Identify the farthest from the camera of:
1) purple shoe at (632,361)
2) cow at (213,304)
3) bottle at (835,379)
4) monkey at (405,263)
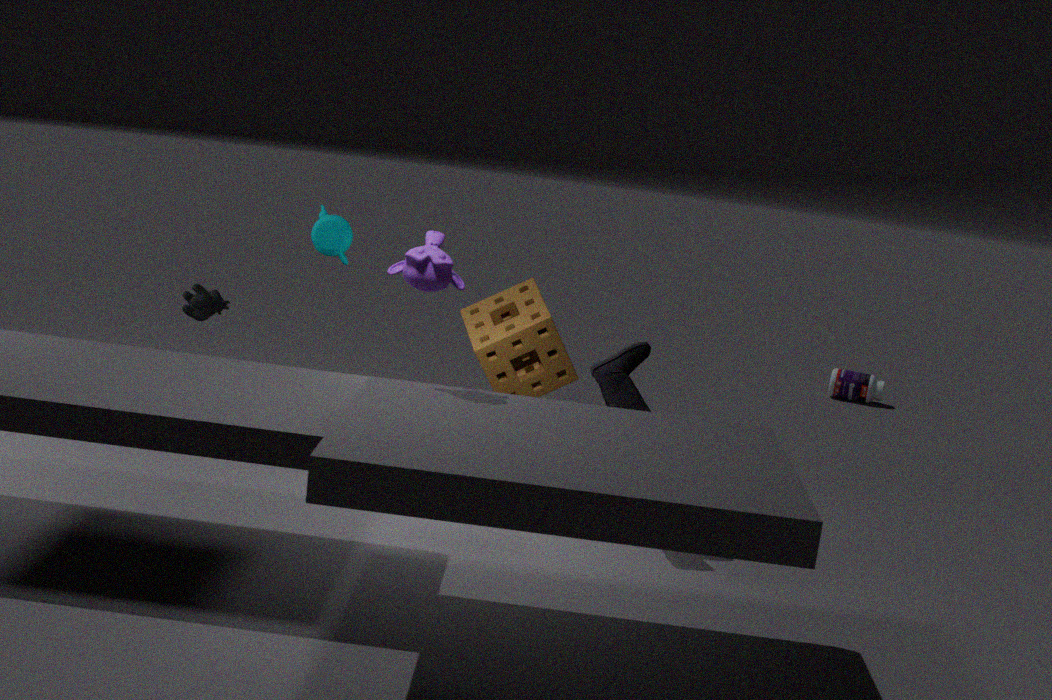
3. bottle at (835,379)
